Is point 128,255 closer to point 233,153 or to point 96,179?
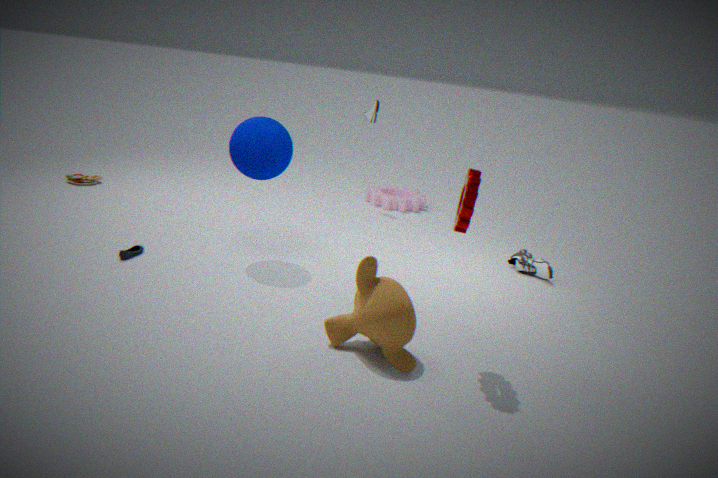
point 233,153
